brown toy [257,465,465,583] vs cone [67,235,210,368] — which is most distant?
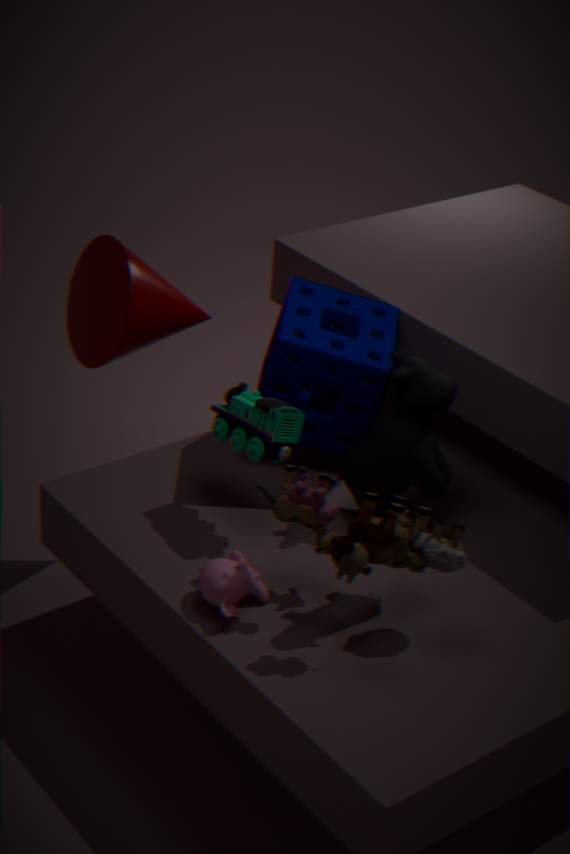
cone [67,235,210,368]
